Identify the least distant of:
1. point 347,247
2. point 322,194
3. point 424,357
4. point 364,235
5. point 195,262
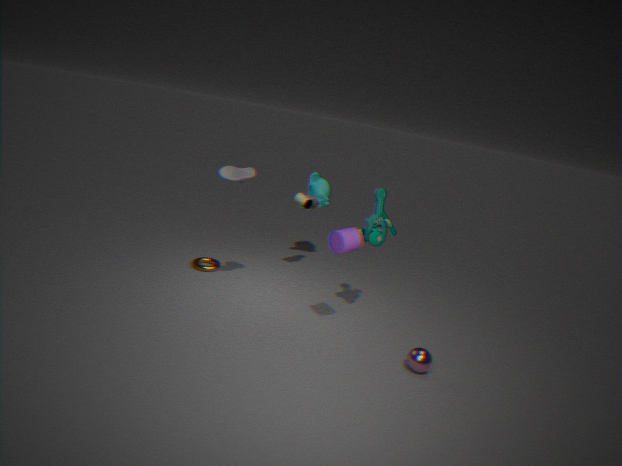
point 424,357
